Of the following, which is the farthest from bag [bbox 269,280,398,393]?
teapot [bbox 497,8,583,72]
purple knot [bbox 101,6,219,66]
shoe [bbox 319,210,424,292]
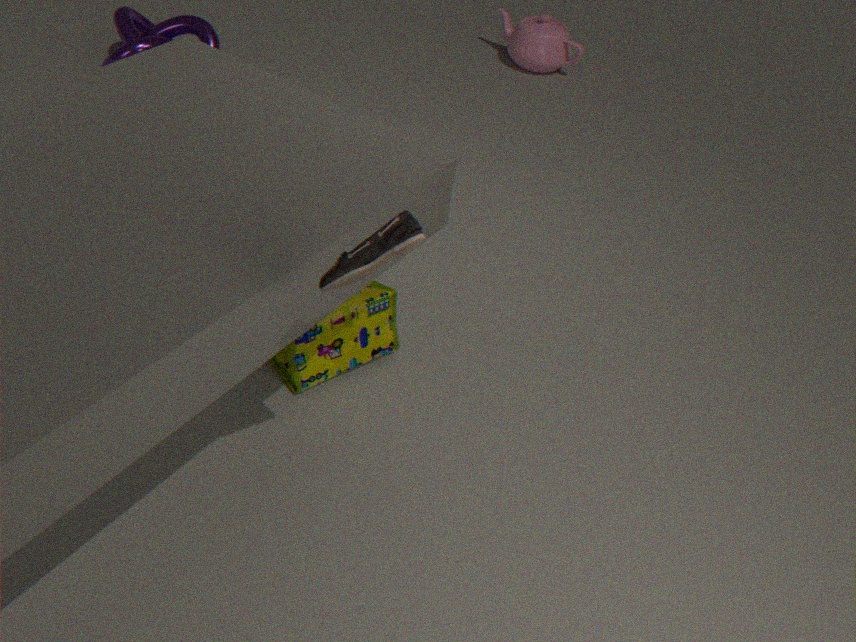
teapot [bbox 497,8,583,72]
